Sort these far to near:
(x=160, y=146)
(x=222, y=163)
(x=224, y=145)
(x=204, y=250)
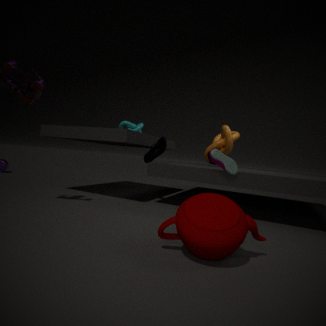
(x=224, y=145) < (x=160, y=146) < (x=222, y=163) < (x=204, y=250)
